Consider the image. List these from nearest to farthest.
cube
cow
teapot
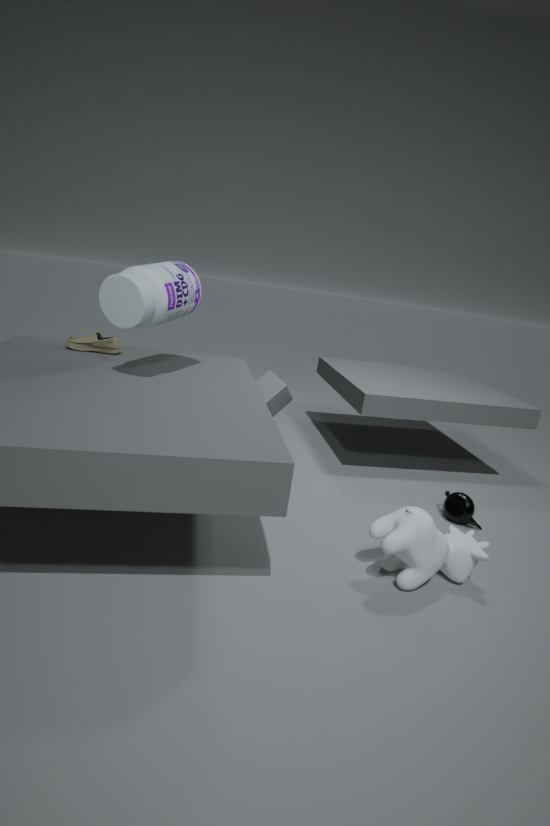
1. cow
2. teapot
3. cube
